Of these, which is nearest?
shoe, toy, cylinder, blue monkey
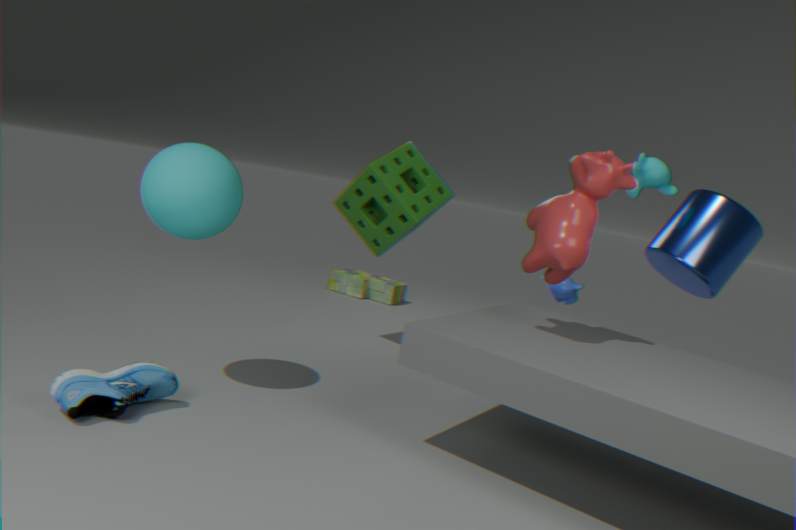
shoe
